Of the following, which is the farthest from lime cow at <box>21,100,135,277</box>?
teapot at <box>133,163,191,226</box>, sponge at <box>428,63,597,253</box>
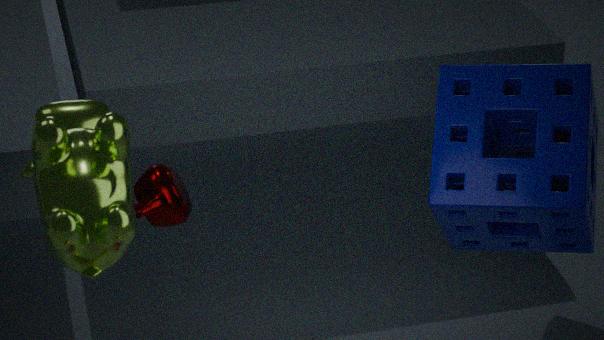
sponge at <box>428,63,597,253</box>
